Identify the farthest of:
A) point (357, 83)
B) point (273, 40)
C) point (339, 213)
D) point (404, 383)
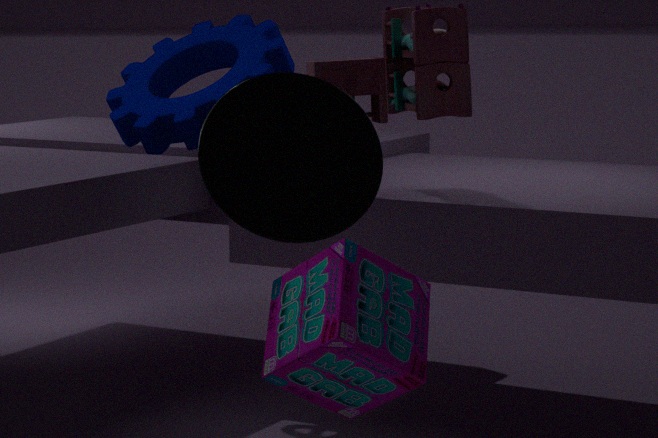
point (273, 40)
